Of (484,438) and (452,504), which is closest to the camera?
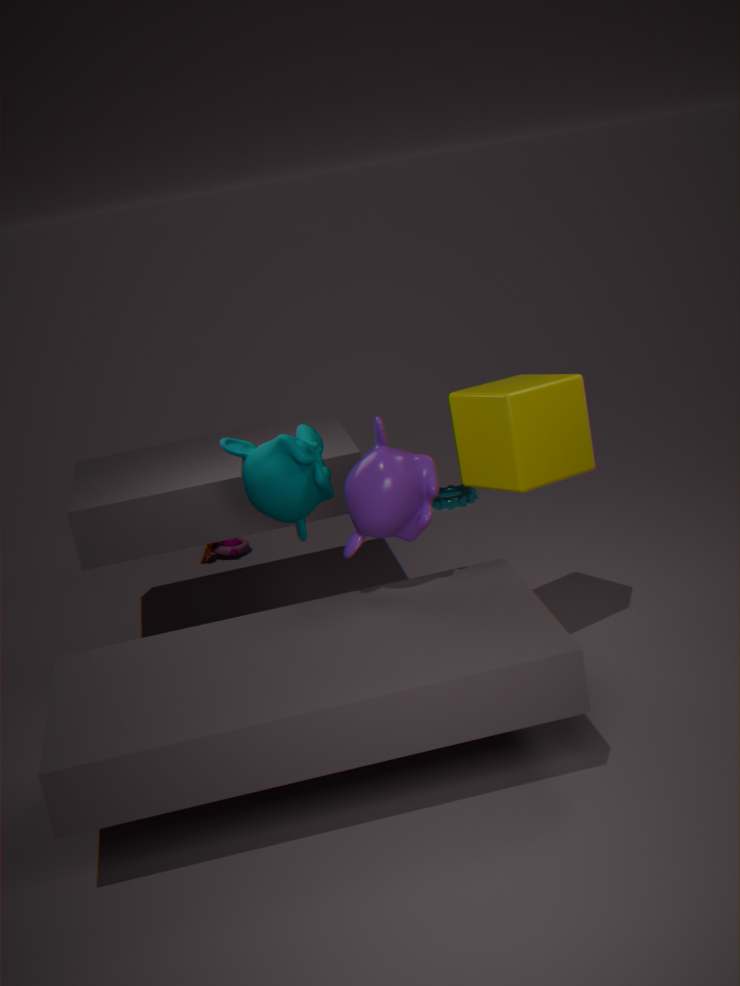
(484,438)
